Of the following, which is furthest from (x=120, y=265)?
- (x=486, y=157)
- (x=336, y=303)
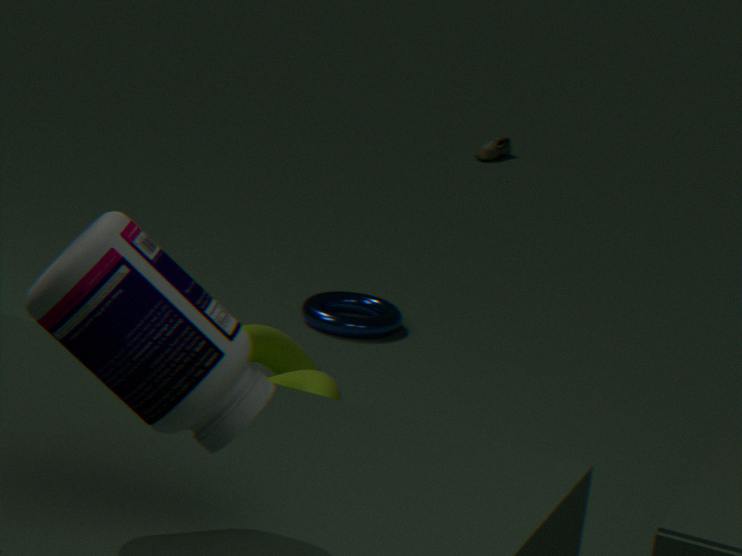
(x=486, y=157)
